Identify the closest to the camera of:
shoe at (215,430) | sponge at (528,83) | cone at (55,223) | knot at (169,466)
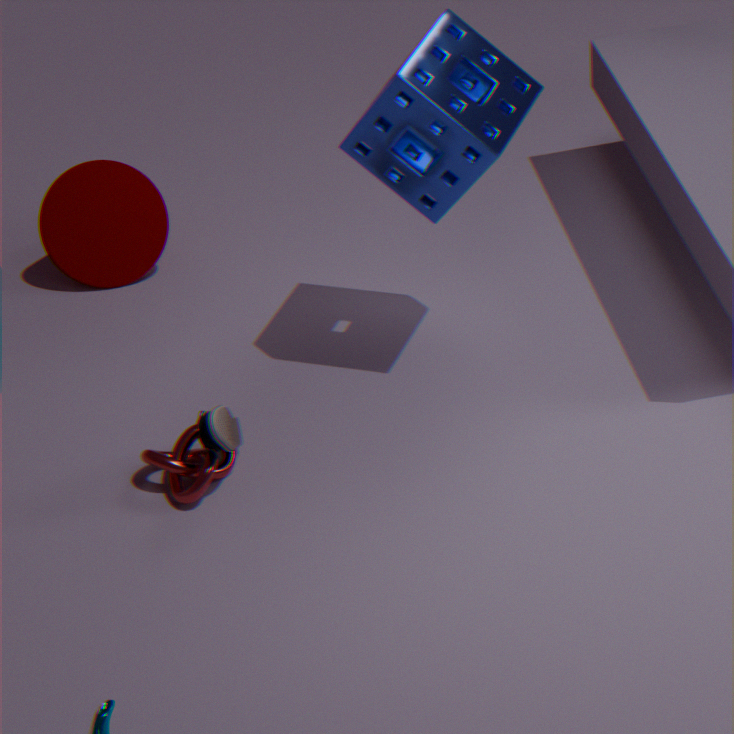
shoe at (215,430)
